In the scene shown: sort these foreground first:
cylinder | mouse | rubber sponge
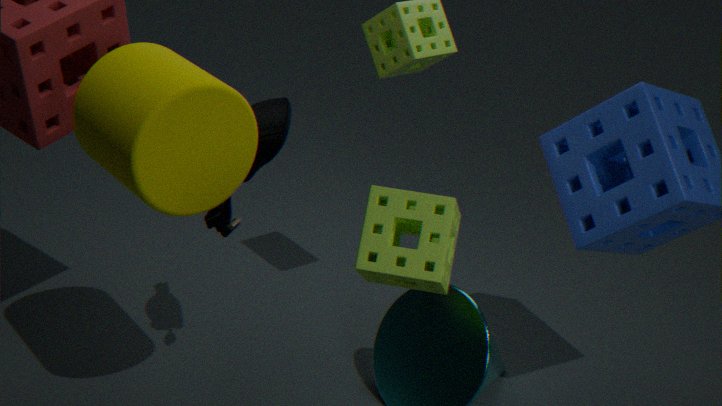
rubber sponge
cylinder
mouse
